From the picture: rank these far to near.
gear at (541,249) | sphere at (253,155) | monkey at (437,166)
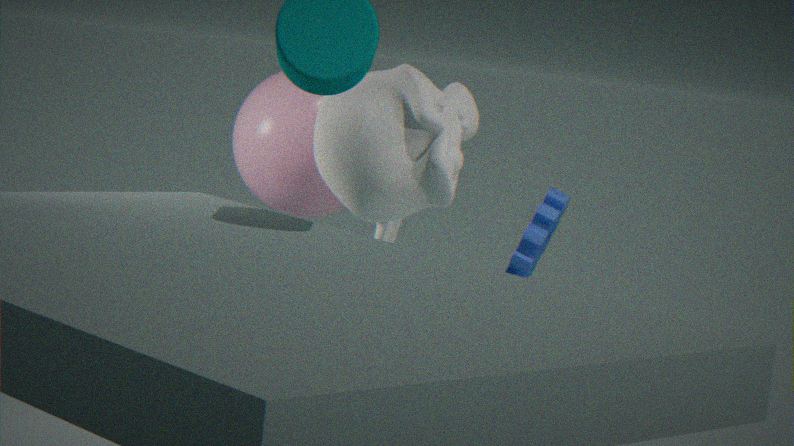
gear at (541,249), sphere at (253,155), monkey at (437,166)
